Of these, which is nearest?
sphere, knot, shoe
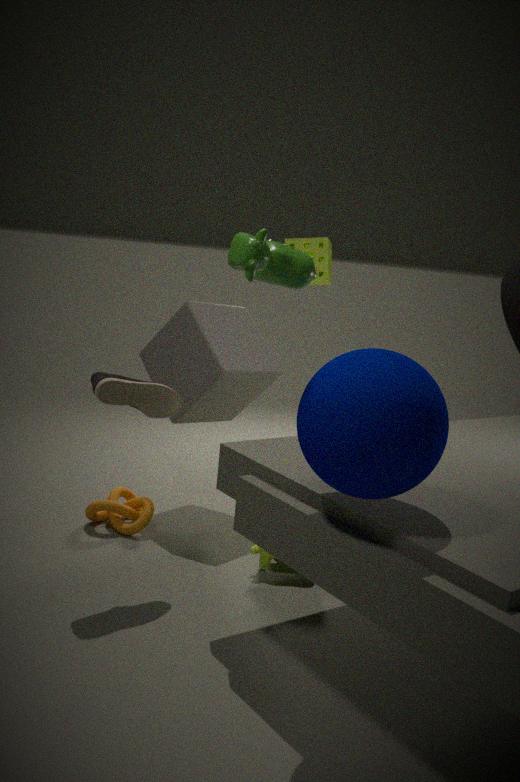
sphere
